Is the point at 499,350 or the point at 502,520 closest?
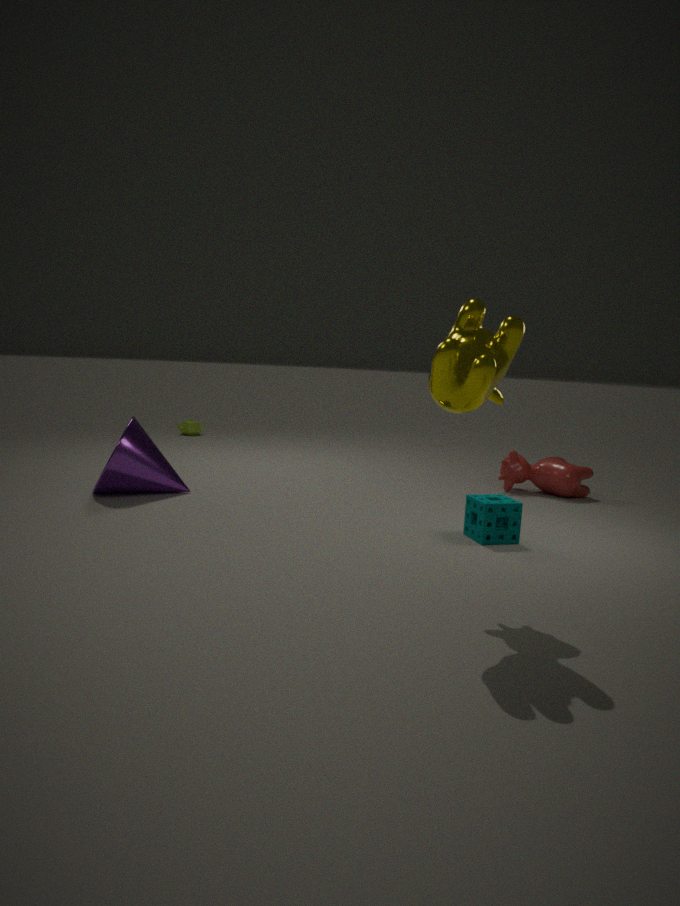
the point at 499,350
